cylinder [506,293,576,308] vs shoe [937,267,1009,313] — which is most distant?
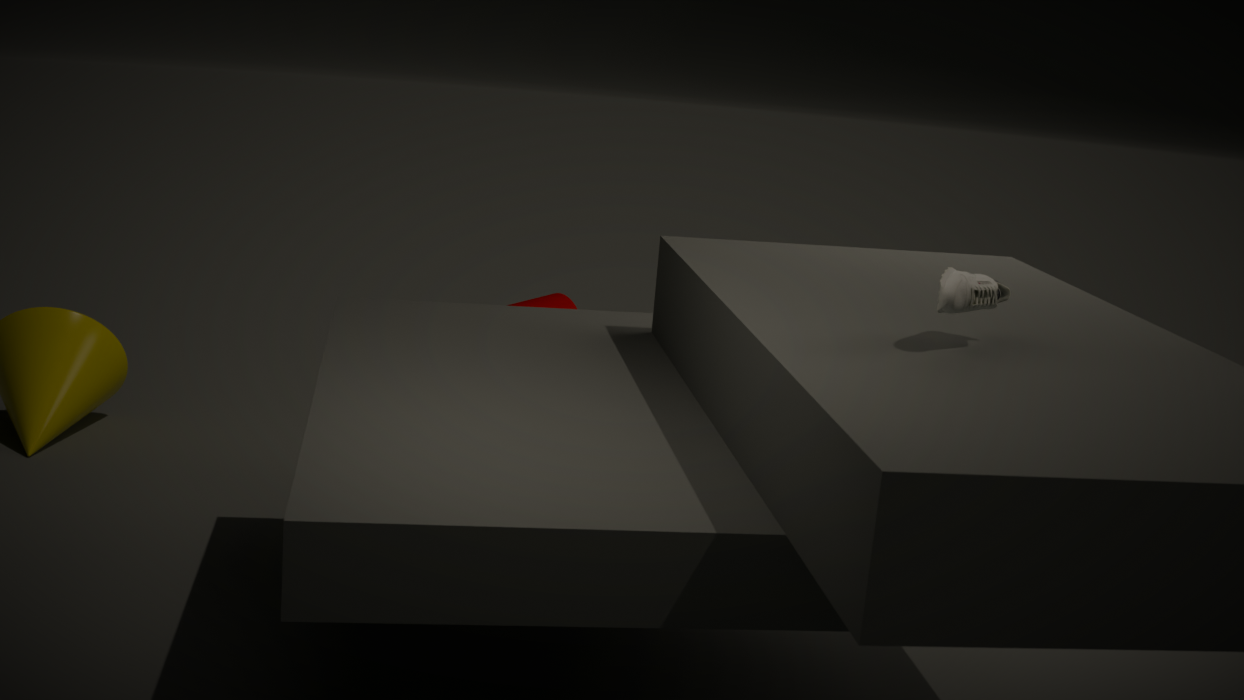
cylinder [506,293,576,308]
